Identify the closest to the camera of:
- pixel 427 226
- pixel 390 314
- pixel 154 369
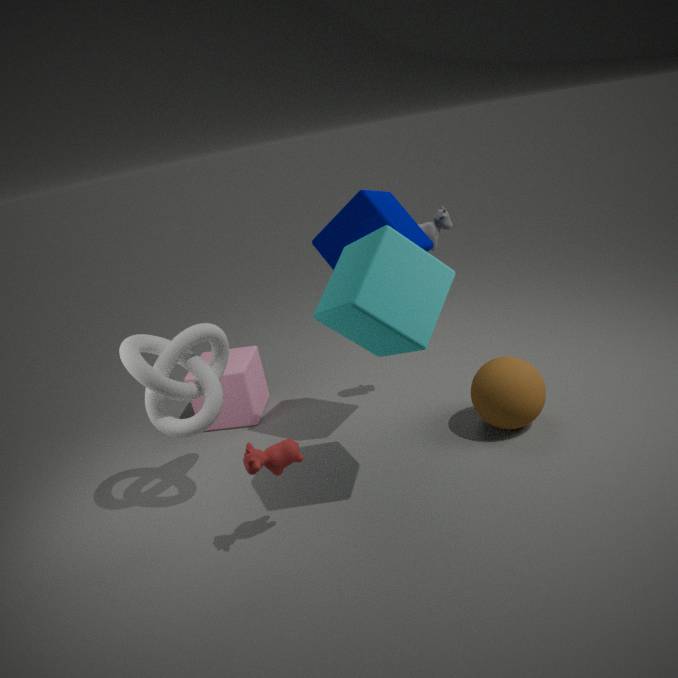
pixel 390 314
